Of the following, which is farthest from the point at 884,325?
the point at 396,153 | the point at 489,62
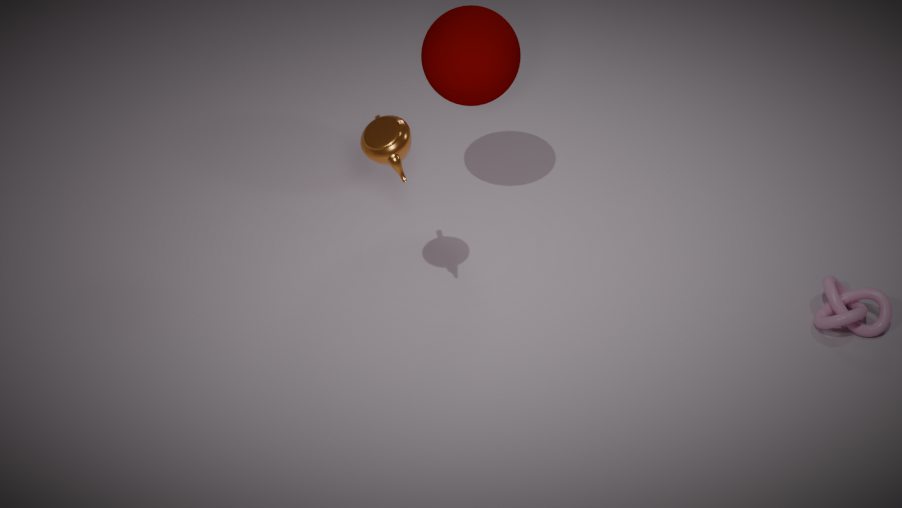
the point at 396,153
